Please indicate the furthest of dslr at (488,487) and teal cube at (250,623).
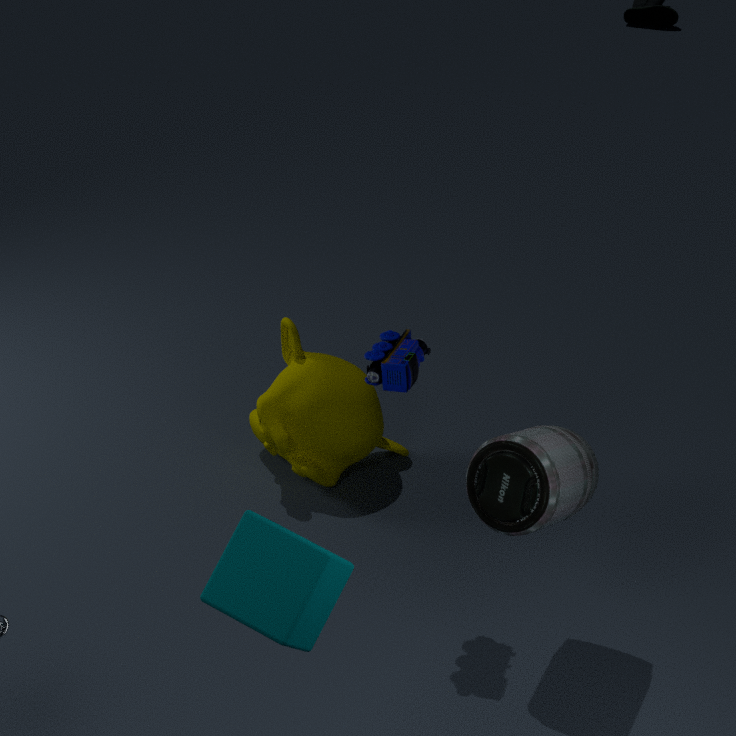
dslr at (488,487)
